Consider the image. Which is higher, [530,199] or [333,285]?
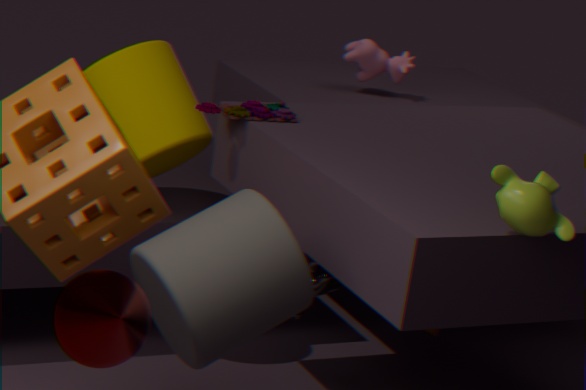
[530,199]
